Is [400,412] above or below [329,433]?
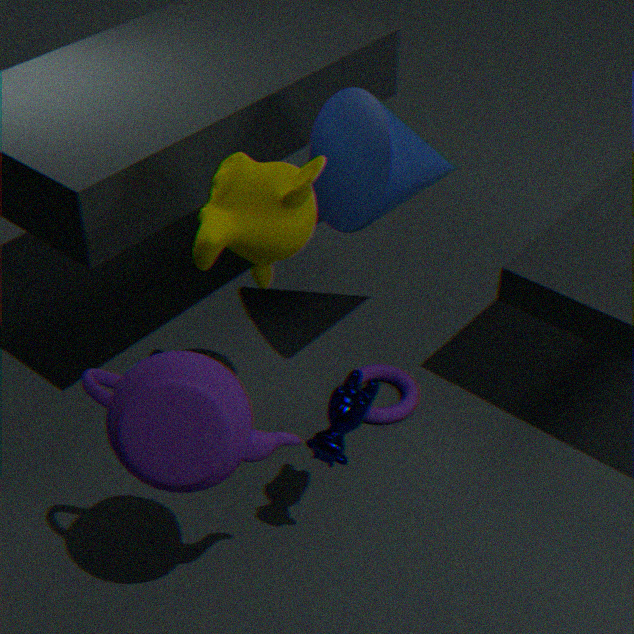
below
